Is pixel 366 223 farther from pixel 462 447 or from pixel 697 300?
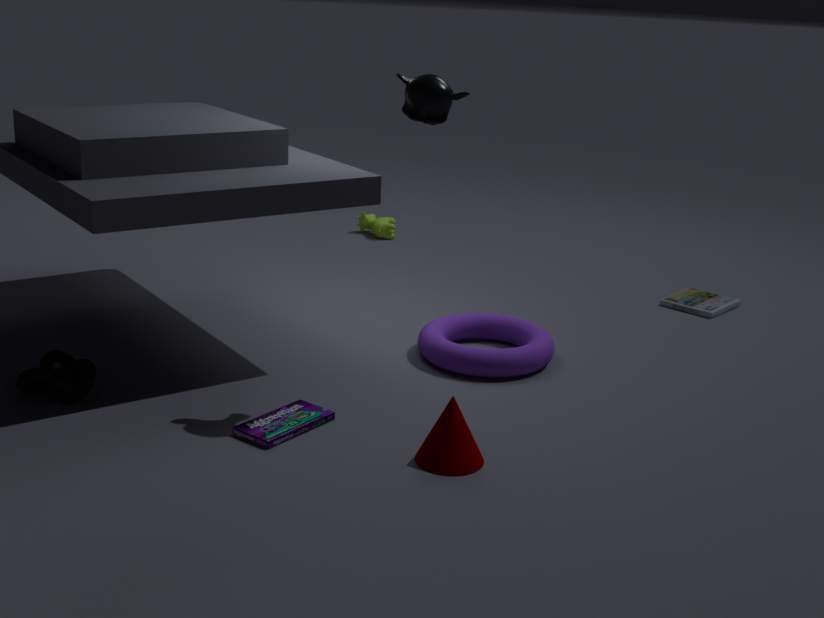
pixel 462 447
